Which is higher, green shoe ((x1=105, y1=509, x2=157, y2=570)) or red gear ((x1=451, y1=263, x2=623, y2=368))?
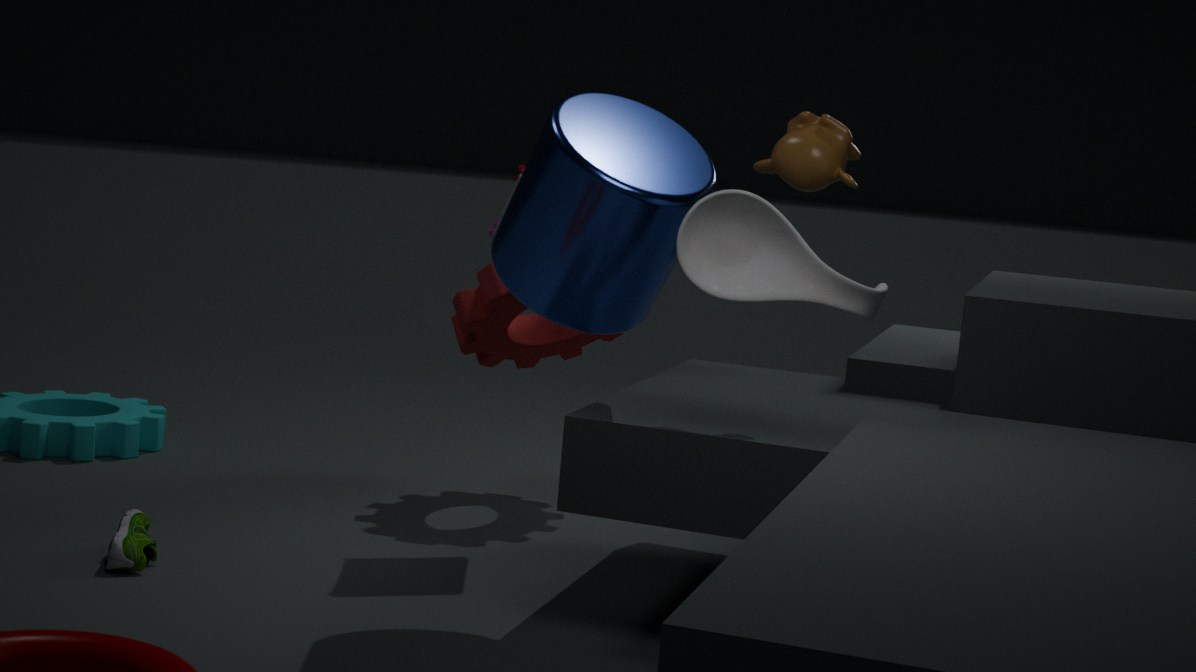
red gear ((x1=451, y1=263, x2=623, y2=368))
